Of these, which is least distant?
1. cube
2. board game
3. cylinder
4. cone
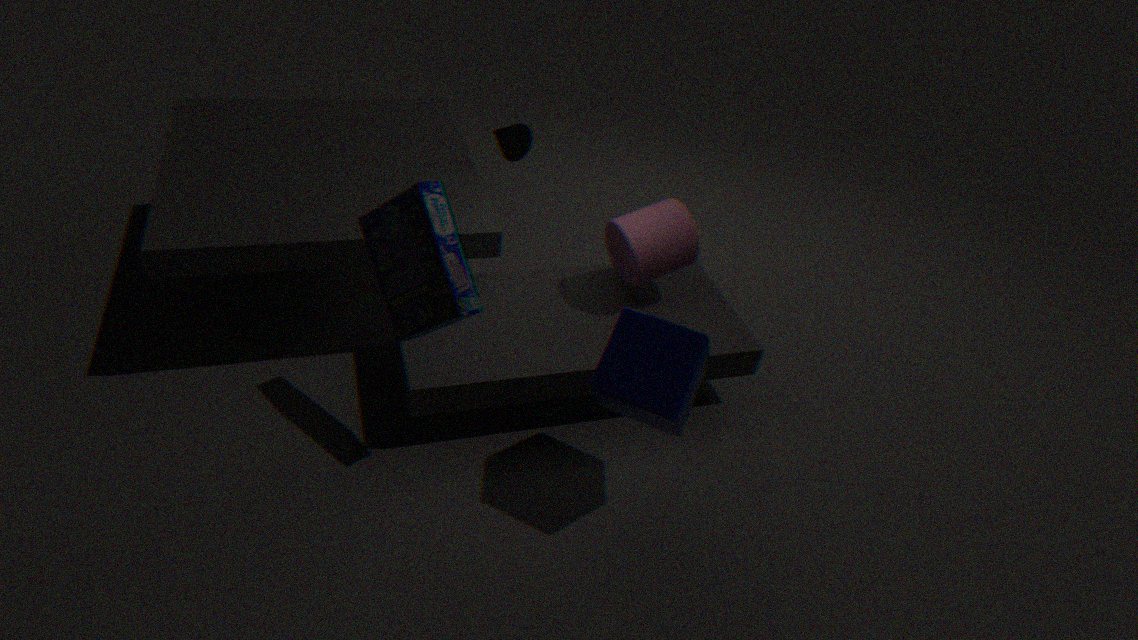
cube
